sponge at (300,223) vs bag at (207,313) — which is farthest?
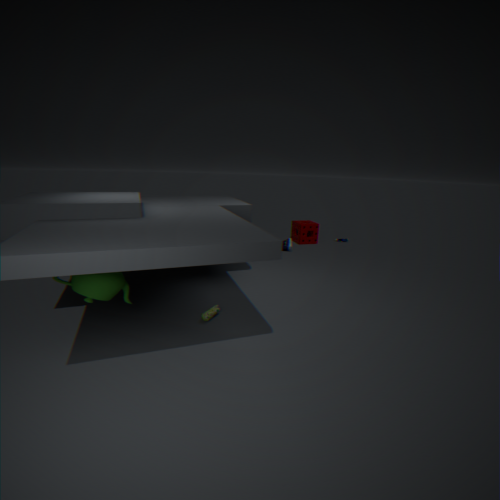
sponge at (300,223)
